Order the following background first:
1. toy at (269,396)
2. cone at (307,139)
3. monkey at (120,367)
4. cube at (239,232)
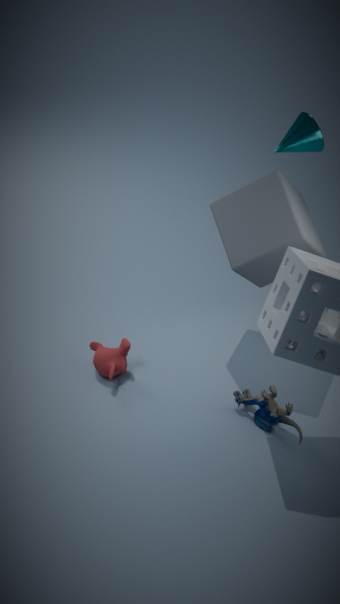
cone at (307,139)
monkey at (120,367)
cube at (239,232)
toy at (269,396)
